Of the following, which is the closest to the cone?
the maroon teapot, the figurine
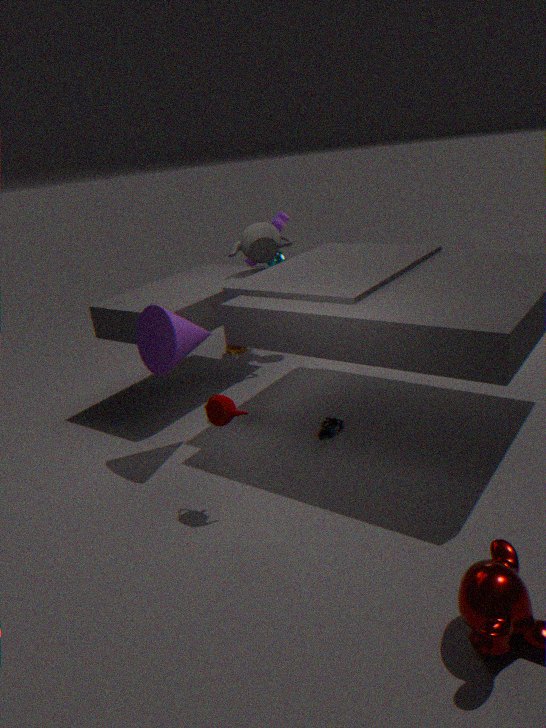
the maroon teapot
